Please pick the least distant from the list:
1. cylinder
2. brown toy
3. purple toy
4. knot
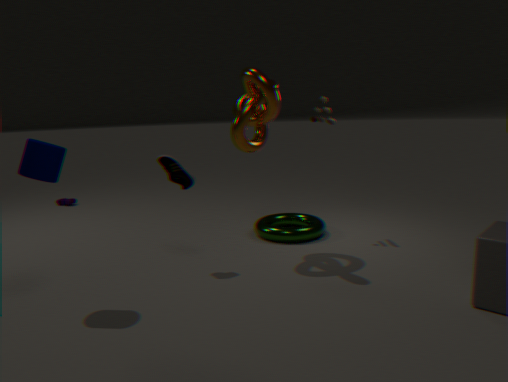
cylinder
